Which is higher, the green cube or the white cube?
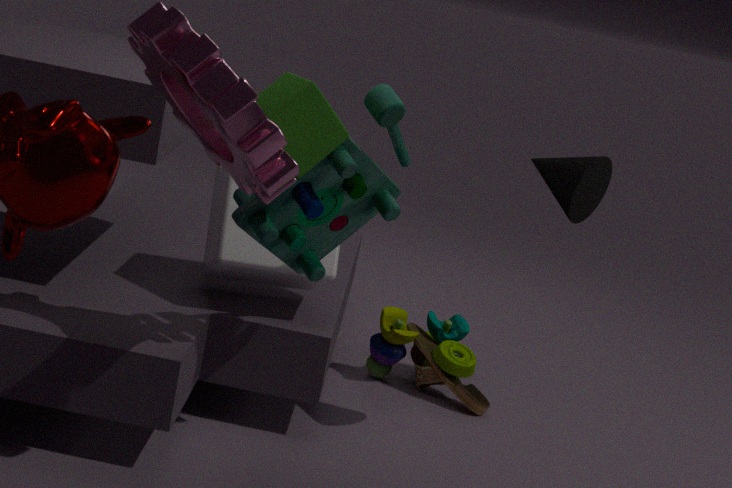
the green cube
